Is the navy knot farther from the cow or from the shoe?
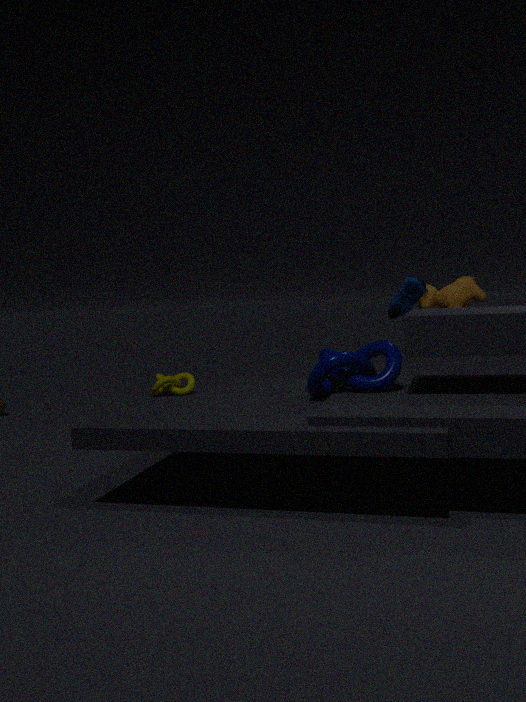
the cow
